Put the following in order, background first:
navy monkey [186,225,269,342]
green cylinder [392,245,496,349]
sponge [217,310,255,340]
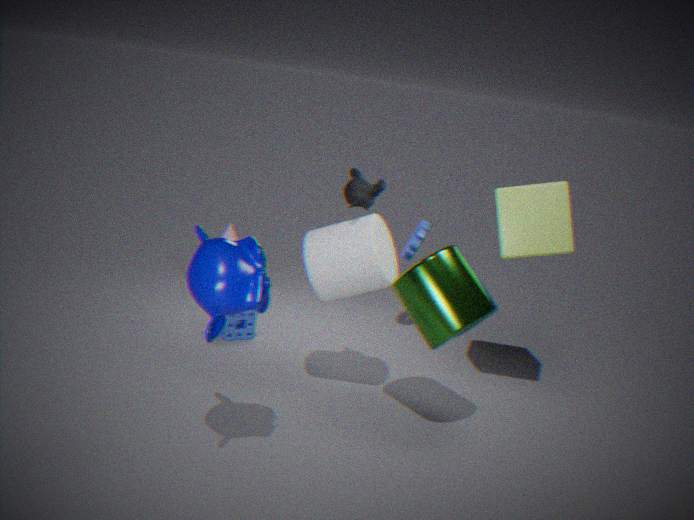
sponge [217,310,255,340]
green cylinder [392,245,496,349]
navy monkey [186,225,269,342]
